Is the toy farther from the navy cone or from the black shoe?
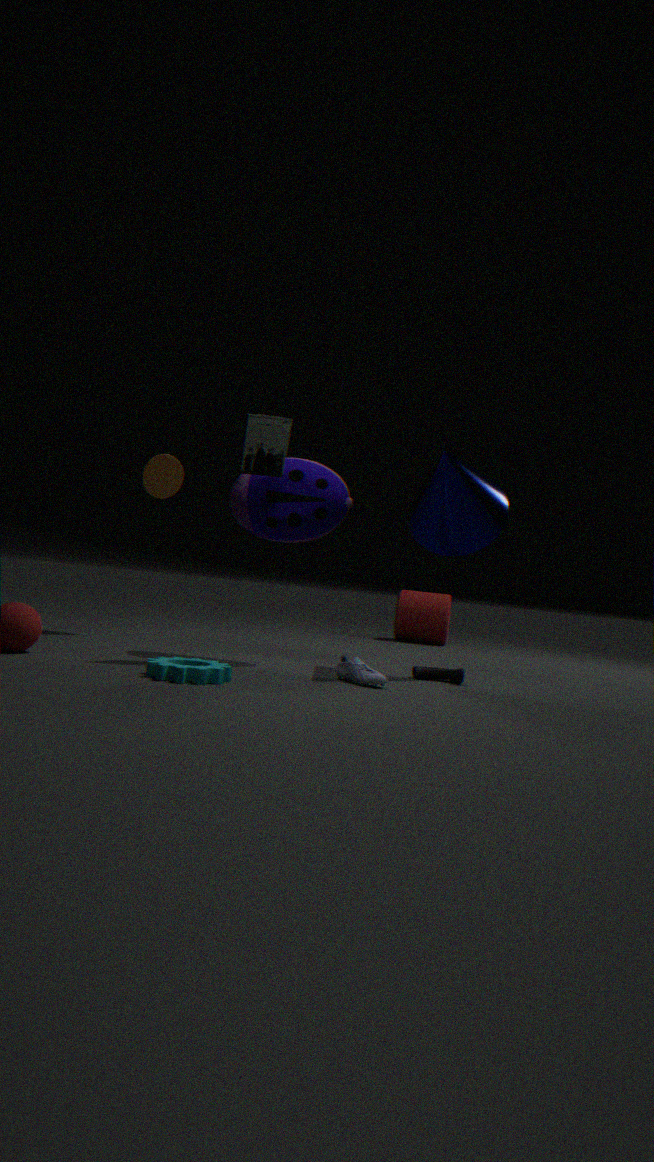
the black shoe
